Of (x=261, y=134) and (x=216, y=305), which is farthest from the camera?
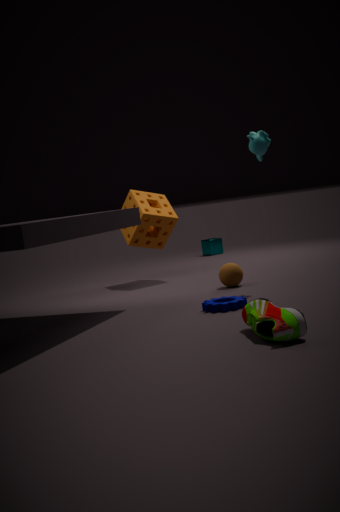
(x=261, y=134)
